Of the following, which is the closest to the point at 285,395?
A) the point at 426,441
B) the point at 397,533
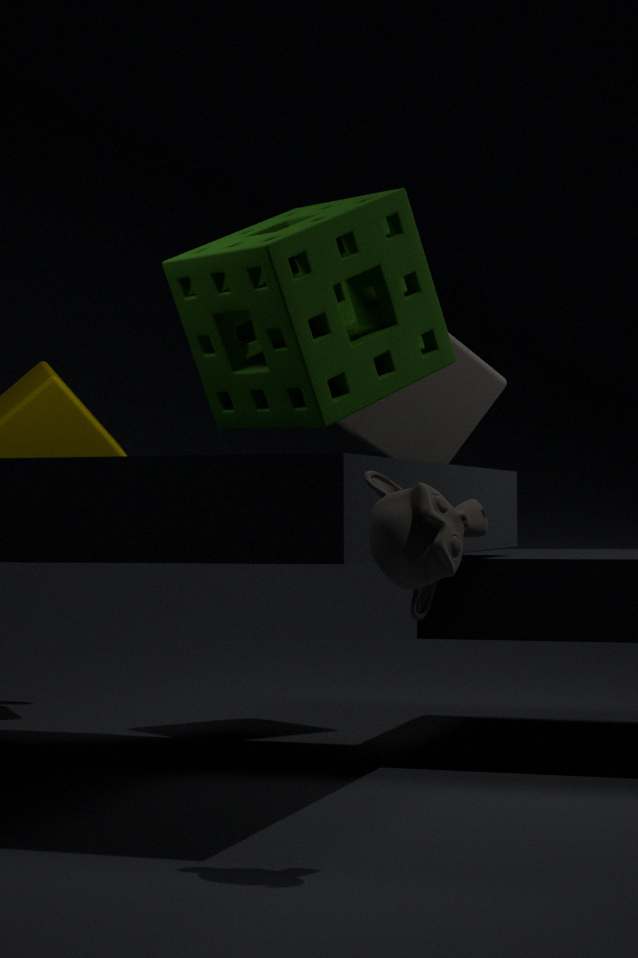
the point at 397,533
